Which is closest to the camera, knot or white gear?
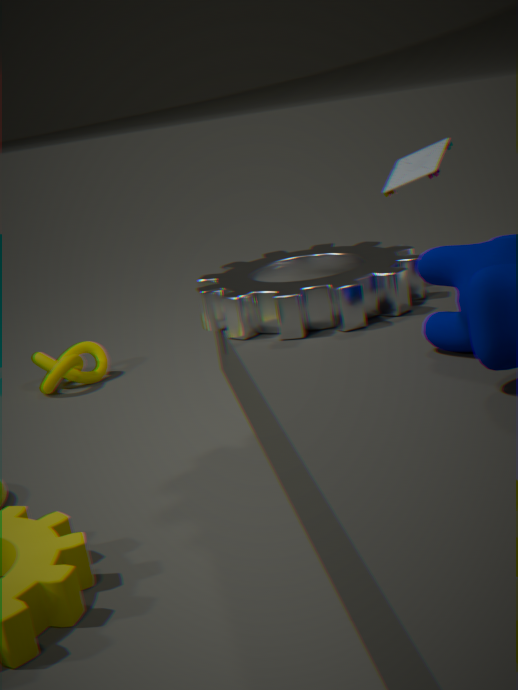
white gear
